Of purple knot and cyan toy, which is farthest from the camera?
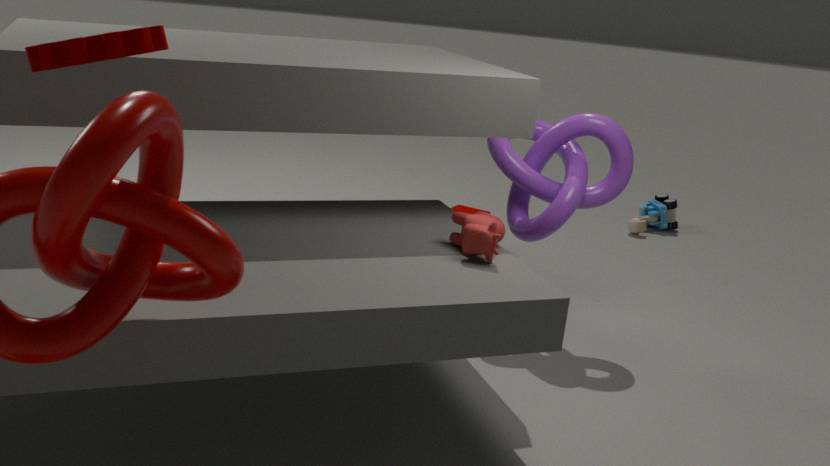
cyan toy
